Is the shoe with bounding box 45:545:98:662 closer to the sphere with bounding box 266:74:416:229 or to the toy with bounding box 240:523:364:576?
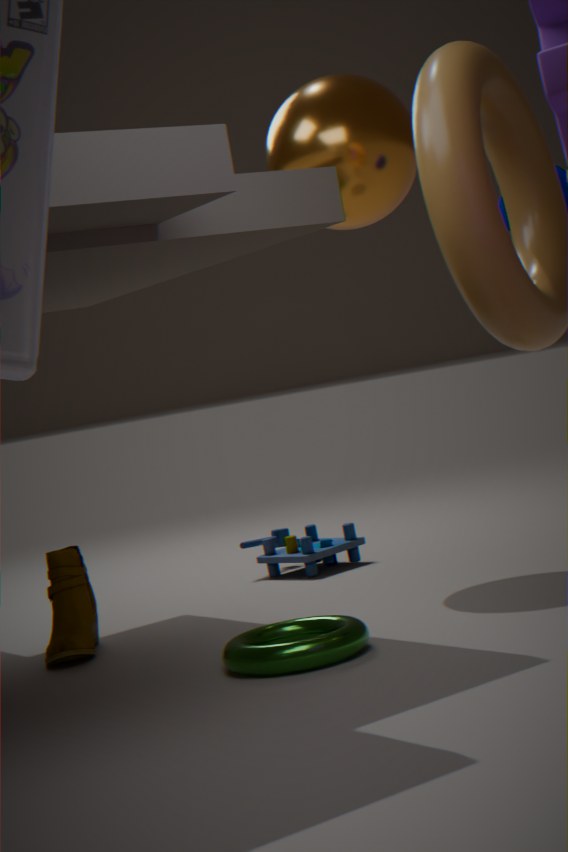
the toy with bounding box 240:523:364:576
